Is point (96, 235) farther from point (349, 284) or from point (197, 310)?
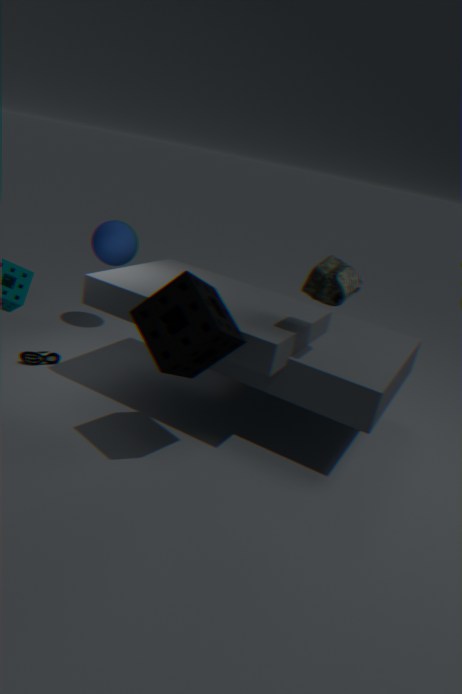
Answer: point (349, 284)
